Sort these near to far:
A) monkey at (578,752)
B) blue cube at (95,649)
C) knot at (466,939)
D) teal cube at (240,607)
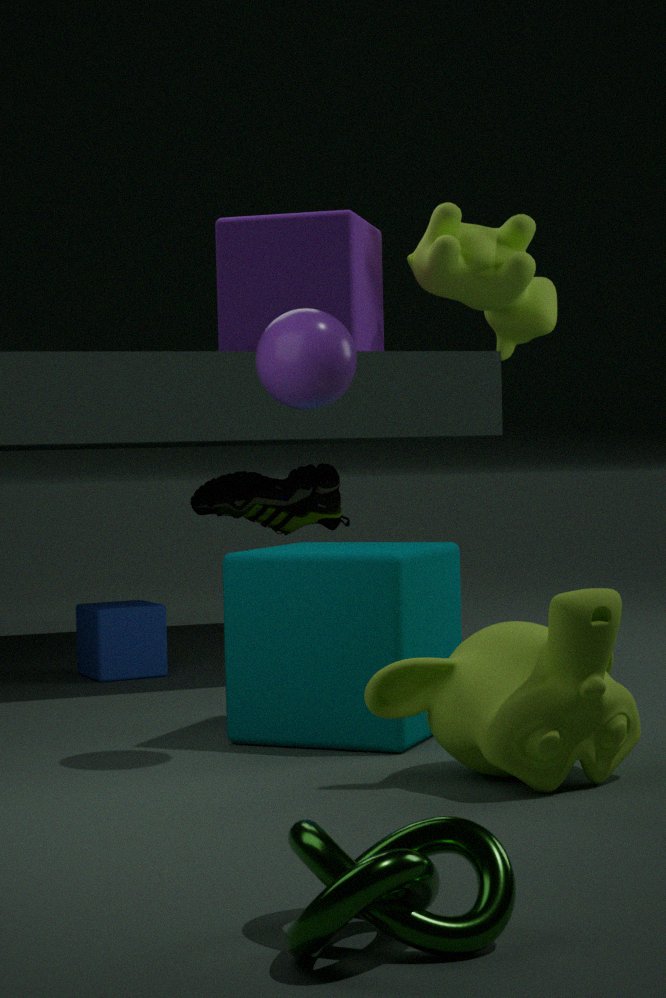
knot at (466,939) < monkey at (578,752) < teal cube at (240,607) < blue cube at (95,649)
